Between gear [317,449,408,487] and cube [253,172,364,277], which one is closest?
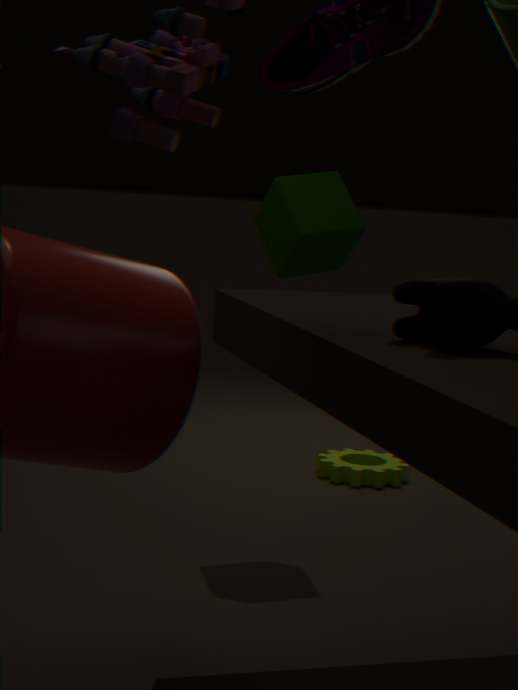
cube [253,172,364,277]
